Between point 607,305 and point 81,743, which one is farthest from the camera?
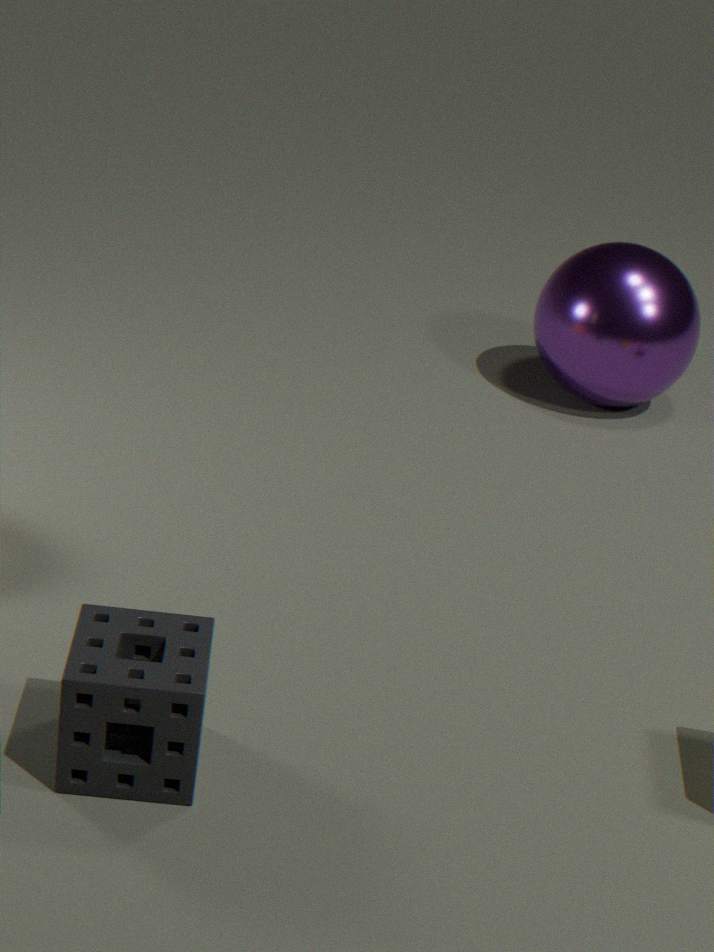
point 607,305
